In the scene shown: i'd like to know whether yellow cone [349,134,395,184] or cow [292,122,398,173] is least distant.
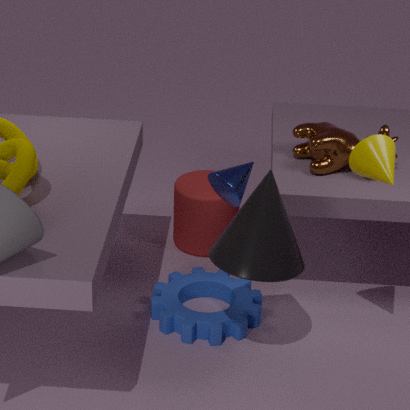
yellow cone [349,134,395,184]
